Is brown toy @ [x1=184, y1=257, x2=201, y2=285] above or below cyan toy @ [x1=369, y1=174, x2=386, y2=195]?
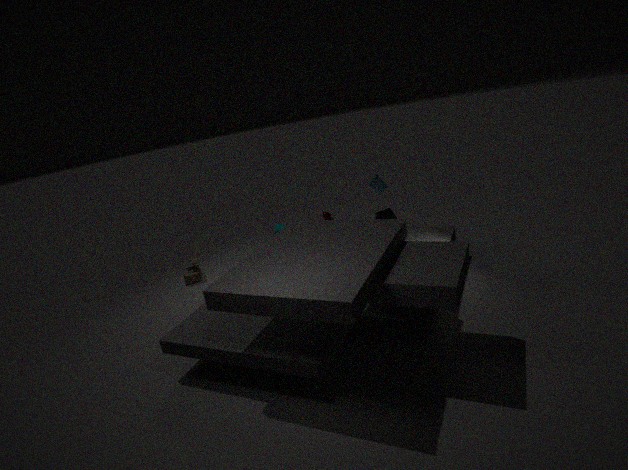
below
